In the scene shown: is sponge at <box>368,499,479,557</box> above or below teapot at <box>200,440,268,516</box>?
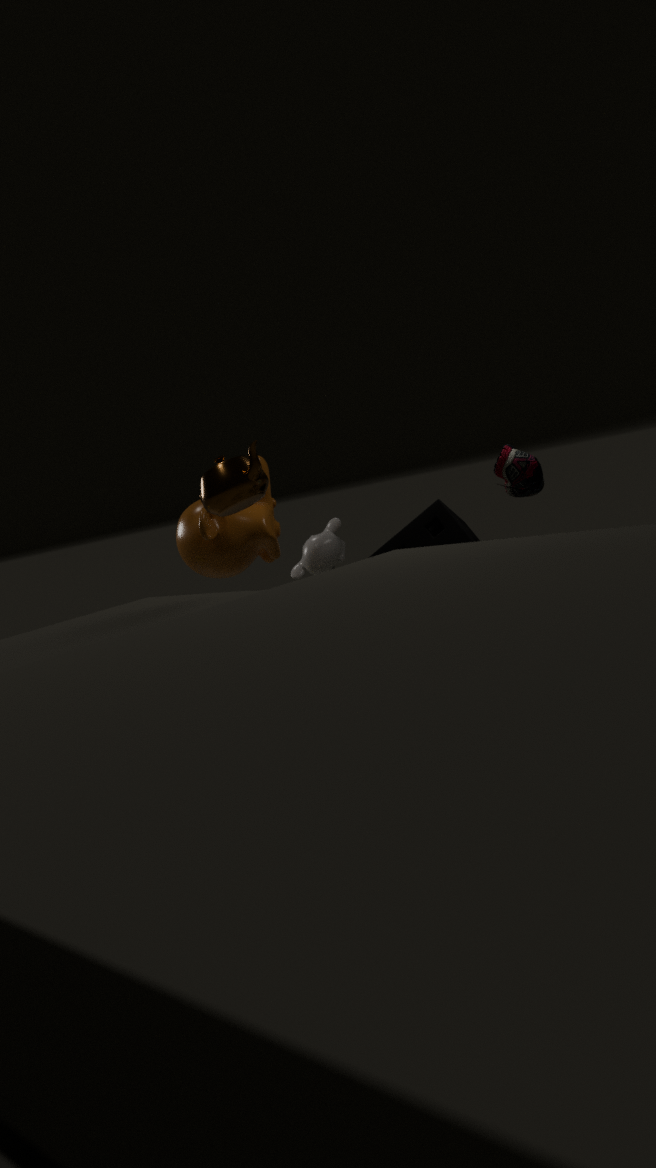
below
